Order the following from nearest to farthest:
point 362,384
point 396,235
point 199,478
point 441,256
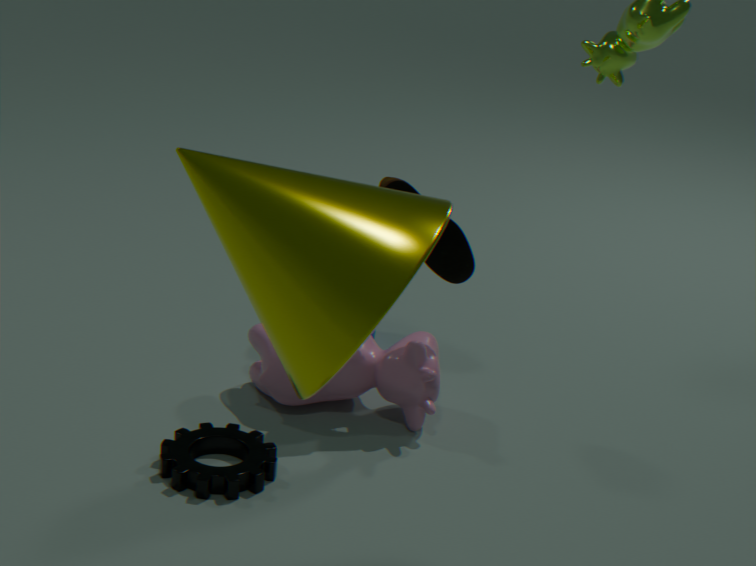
point 396,235
point 199,478
point 441,256
point 362,384
